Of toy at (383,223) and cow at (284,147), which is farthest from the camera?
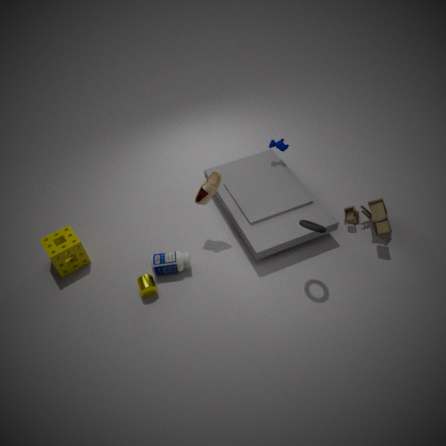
cow at (284,147)
